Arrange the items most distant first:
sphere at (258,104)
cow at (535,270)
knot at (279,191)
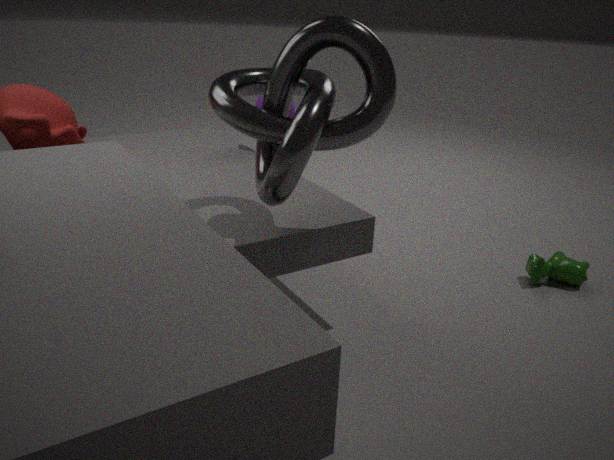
sphere at (258,104), cow at (535,270), knot at (279,191)
